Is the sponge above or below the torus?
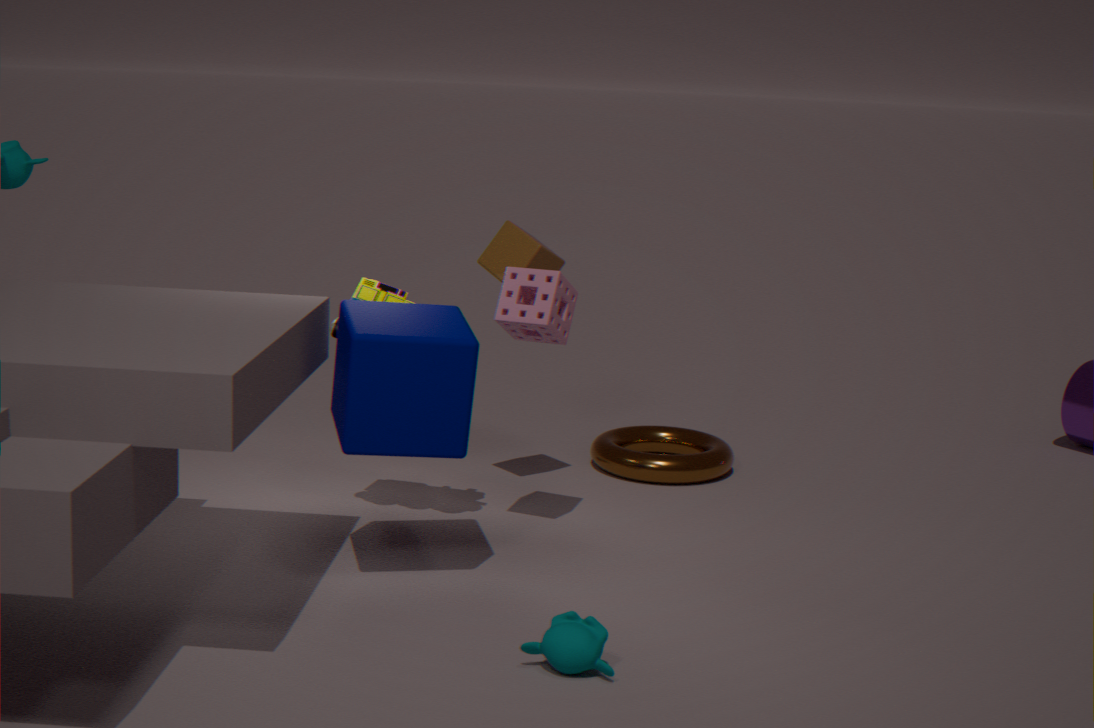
above
